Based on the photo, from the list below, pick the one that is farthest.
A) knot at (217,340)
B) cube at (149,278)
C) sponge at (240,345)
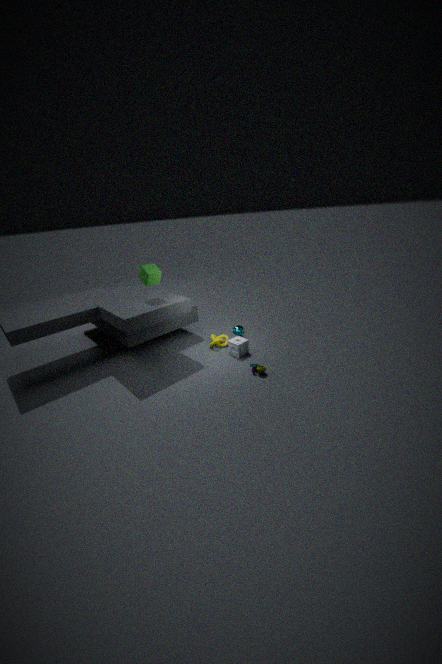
knot at (217,340)
